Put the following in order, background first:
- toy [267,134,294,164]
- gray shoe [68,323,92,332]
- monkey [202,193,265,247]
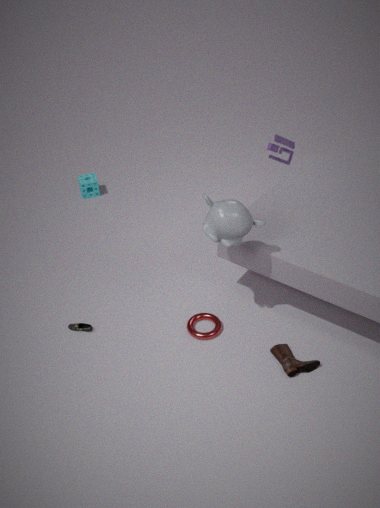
toy [267,134,294,164], gray shoe [68,323,92,332], monkey [202,193,265,247]
